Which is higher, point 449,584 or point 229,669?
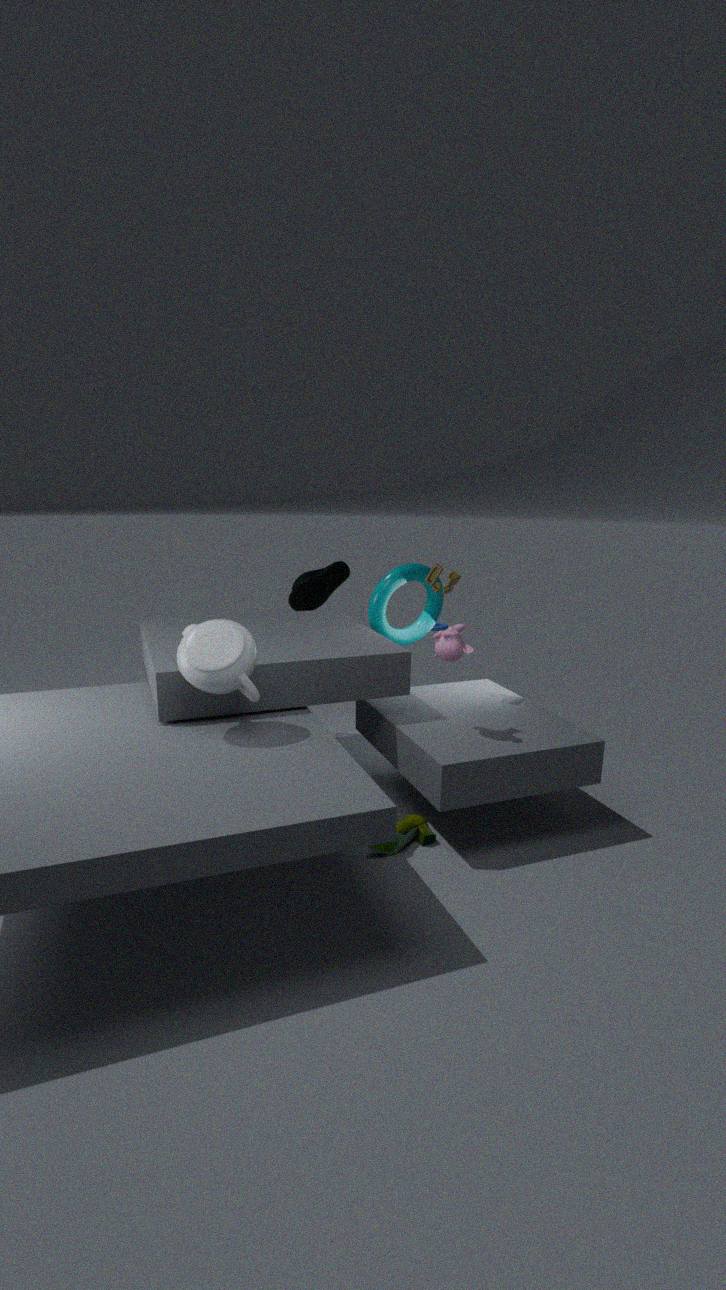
point 449,584
